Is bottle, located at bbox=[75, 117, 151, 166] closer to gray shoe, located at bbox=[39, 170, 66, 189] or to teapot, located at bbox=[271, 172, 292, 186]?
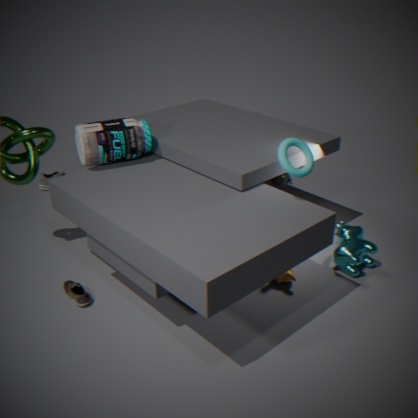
teapot, located at bbox=[271, 172, 292, 186]
